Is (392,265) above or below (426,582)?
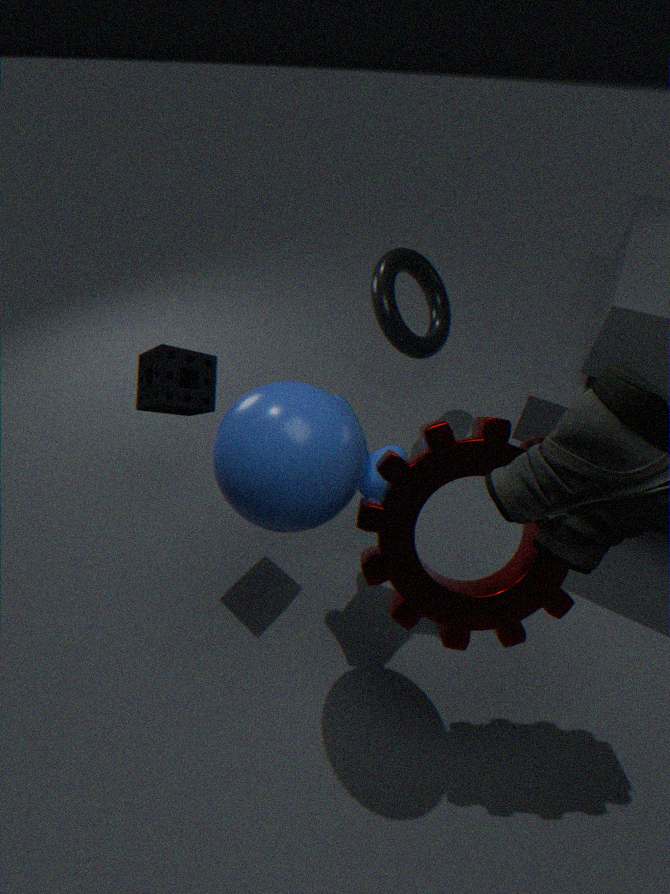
below
